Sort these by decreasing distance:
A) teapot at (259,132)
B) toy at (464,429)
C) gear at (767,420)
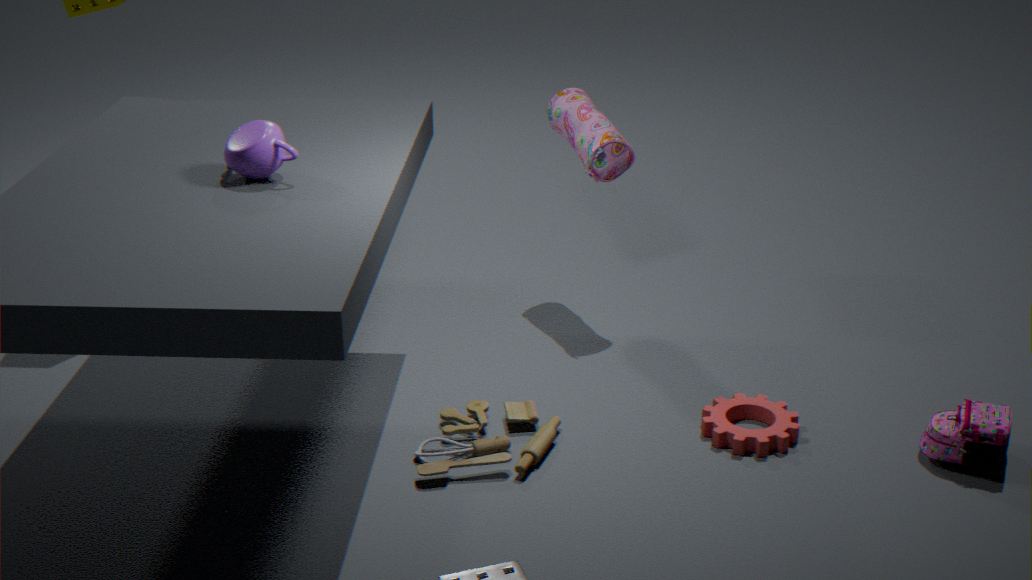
1. gear at (767,420)
2. toy at (464,429)
3. teapot at (259,132)
